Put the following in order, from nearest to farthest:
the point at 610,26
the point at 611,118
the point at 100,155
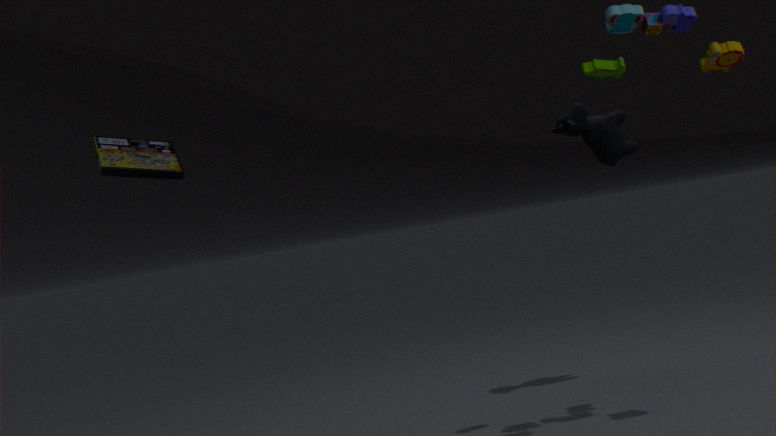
the point at 610,26 → the point at 100,155 → the point at 611,118
